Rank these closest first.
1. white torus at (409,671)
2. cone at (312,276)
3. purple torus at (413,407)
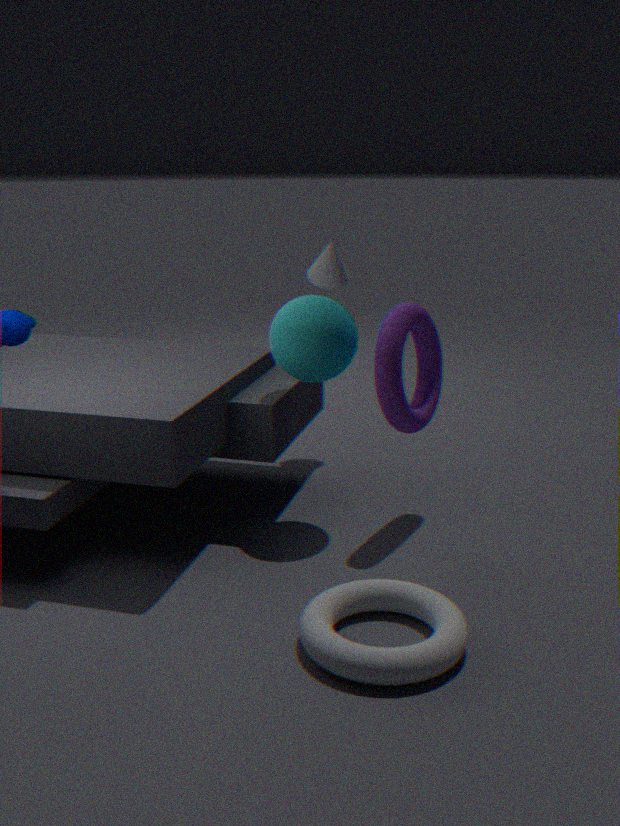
1. white torus at (409,671)
2. purple torus at (413,407)
3. cone at (312,276)
